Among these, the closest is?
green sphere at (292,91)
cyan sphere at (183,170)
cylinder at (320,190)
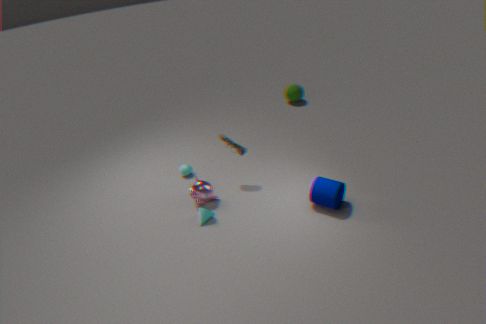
cylinder at (320,190)
